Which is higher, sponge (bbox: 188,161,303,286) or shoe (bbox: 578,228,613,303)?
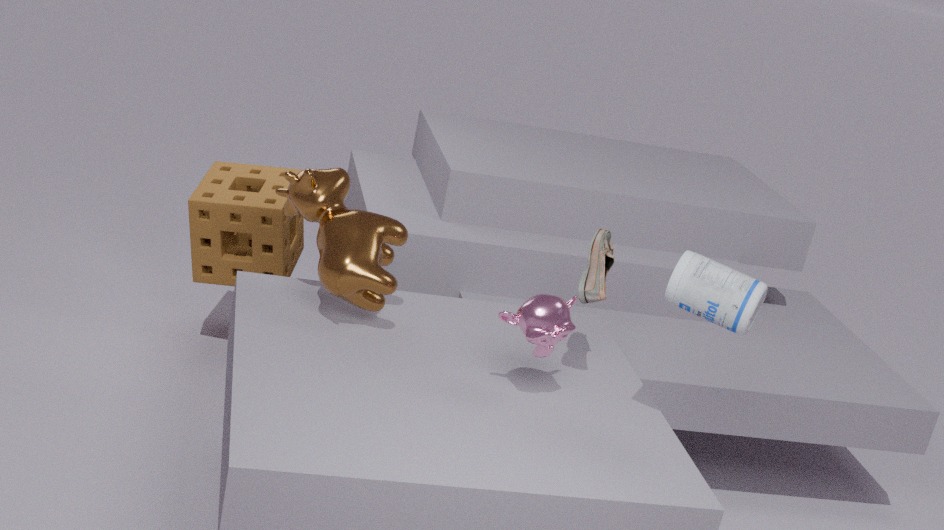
shoe (bbox: 578,228,613,303)
